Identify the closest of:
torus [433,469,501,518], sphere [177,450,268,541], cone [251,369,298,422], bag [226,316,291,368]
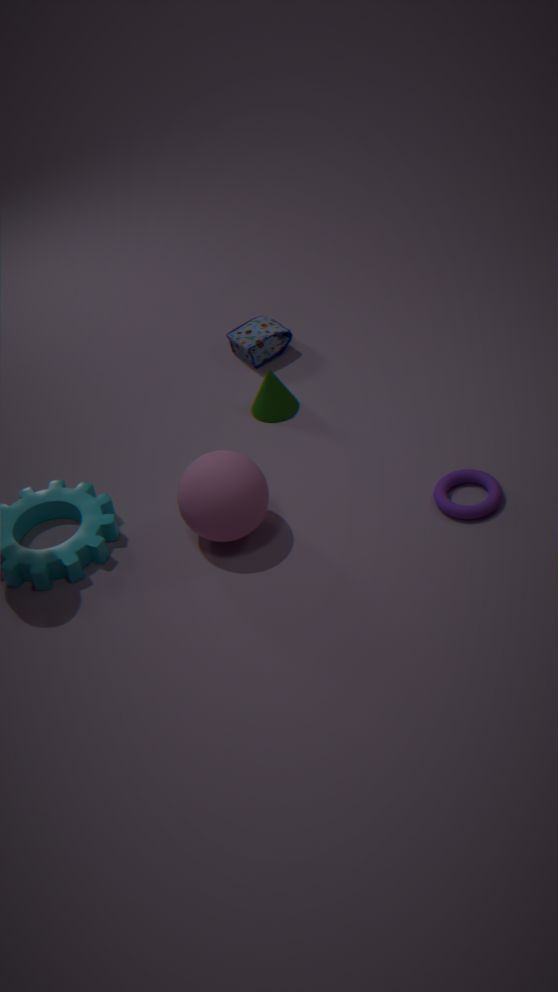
sphere [177,450,268,541]
